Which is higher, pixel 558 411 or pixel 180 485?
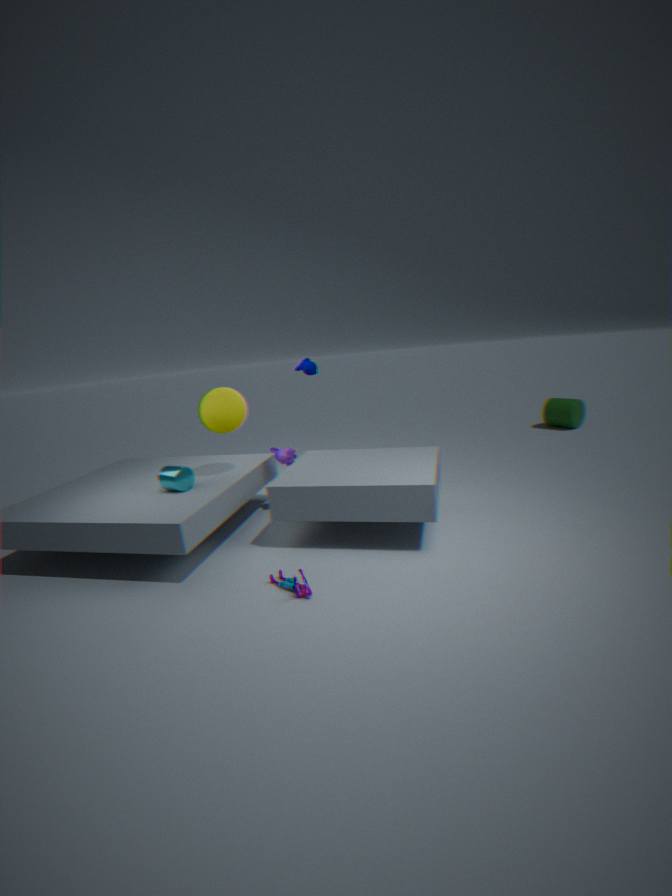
pixel 180 485
